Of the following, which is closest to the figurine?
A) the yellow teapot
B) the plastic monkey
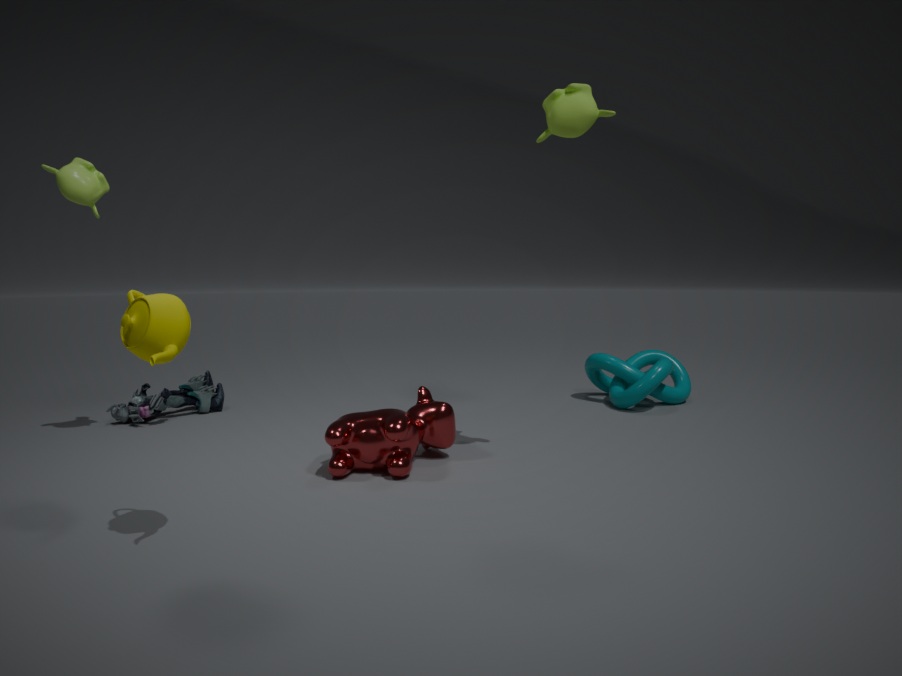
the plastic monkey
